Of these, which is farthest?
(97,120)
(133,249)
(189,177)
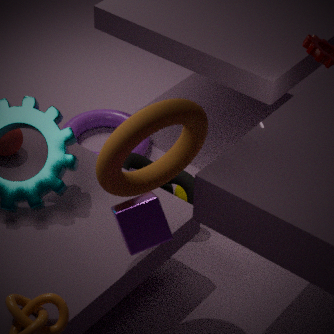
(97,120)
